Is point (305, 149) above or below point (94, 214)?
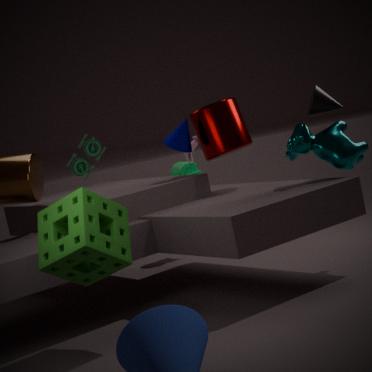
above
